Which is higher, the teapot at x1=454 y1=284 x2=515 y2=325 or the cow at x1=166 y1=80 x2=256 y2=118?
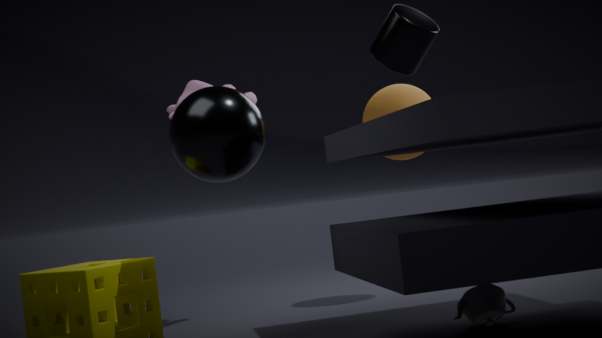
the cow at x1=166 y1=80 x2=256 y2=118
